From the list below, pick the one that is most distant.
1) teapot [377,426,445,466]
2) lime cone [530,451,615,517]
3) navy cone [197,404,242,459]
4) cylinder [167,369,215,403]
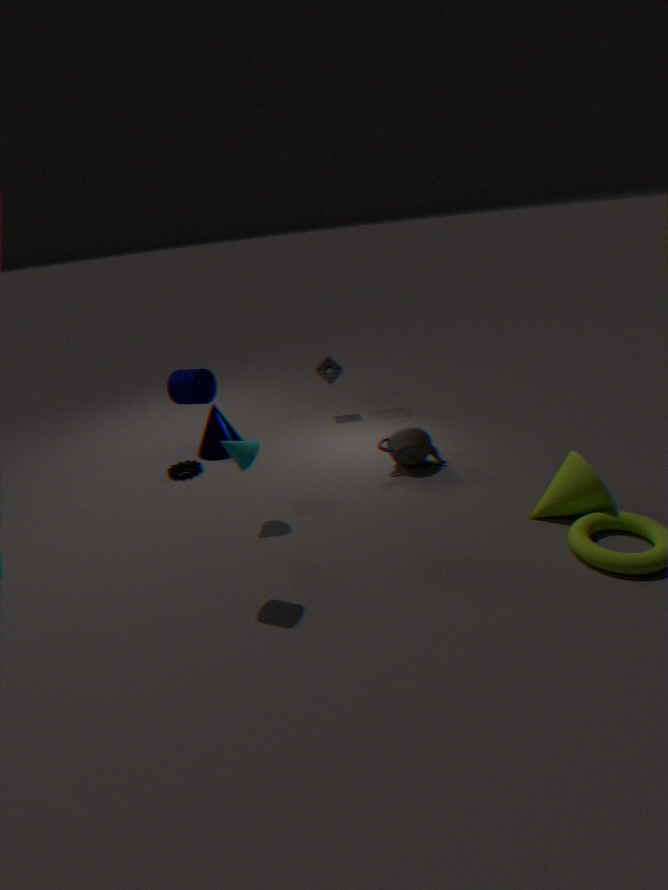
3. navy cone [197,404,242,459]
